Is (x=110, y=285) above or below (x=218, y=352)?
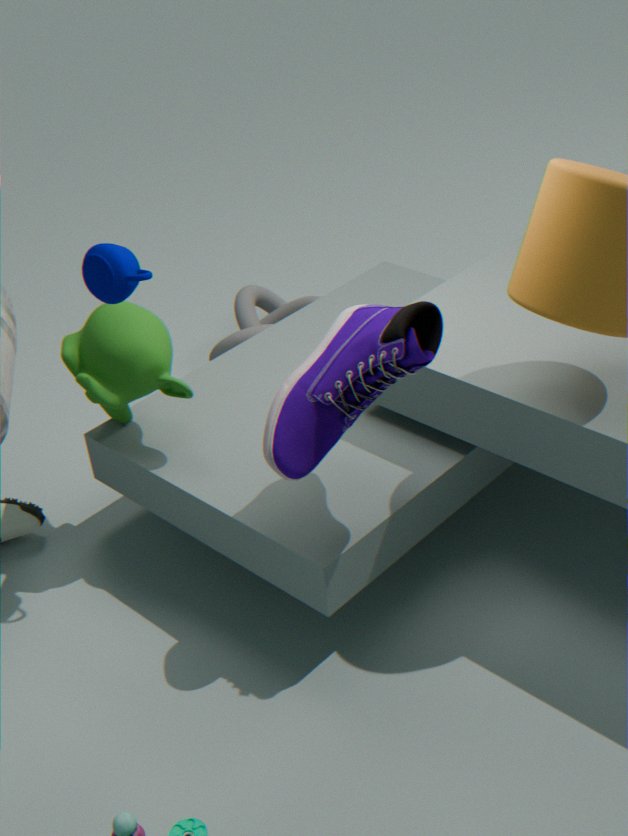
above
